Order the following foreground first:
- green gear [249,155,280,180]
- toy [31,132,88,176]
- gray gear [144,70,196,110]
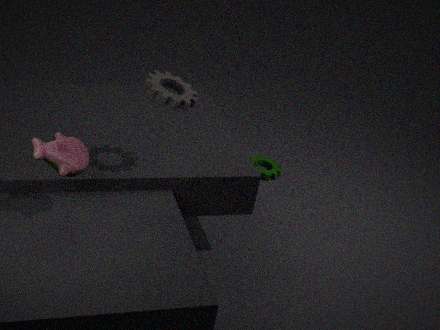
toy [31,132,88,176]
gray gear [144,70,196,110]
green gear [249,155,280,180]
